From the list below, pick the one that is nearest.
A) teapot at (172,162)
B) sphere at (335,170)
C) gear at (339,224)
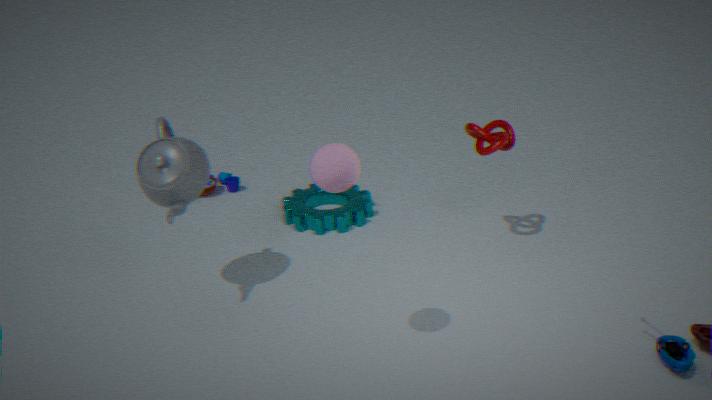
sphere at (335,170)
